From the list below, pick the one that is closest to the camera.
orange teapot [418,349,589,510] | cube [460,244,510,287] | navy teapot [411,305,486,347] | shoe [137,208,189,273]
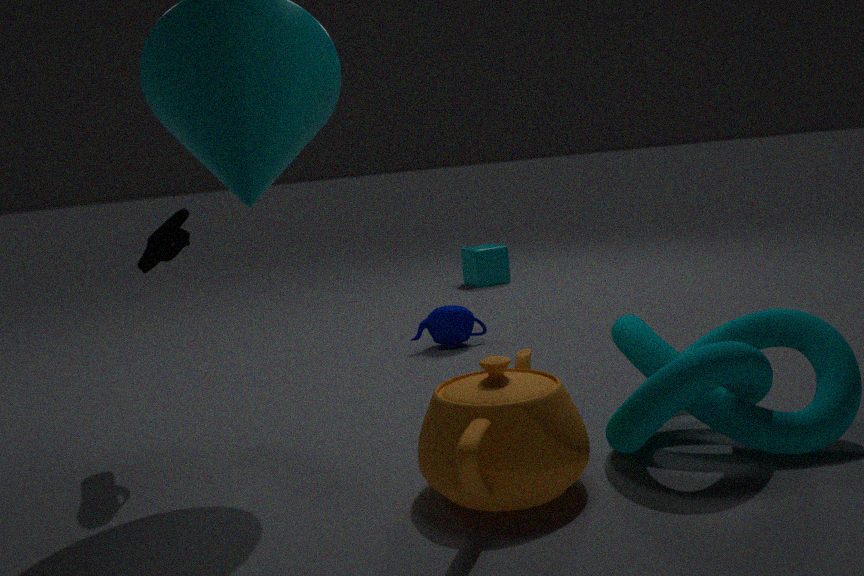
orange teapot [418,349,589,510]
